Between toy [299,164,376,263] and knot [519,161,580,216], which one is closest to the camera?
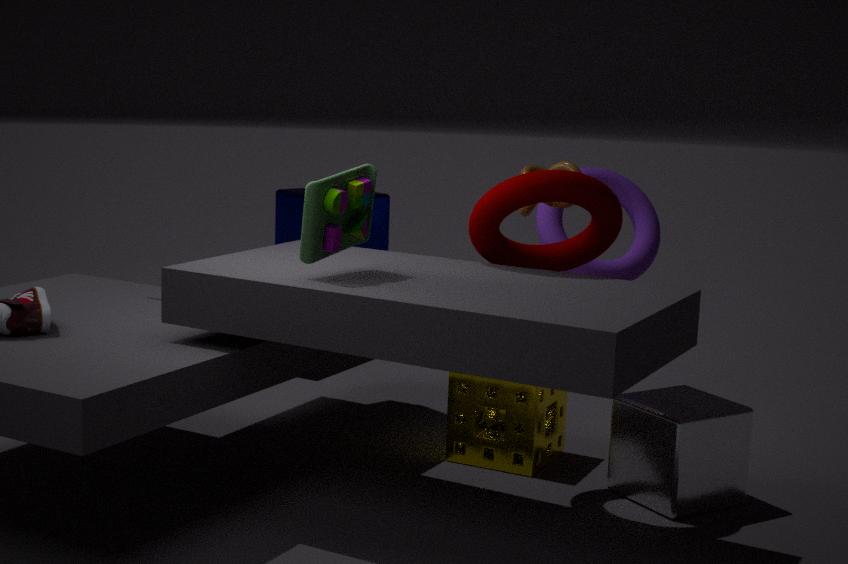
toy [299,164,376,263]
